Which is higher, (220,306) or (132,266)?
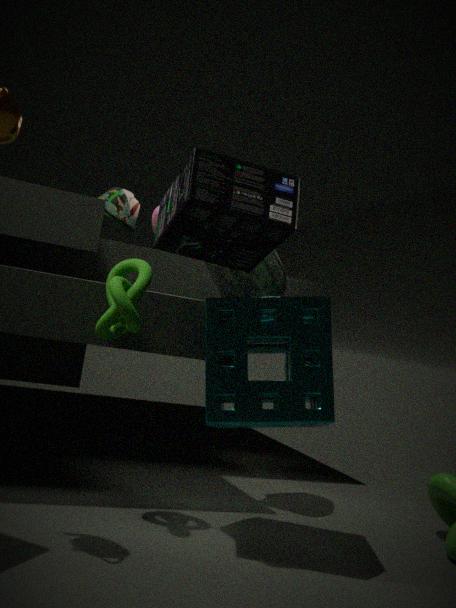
(132,266)
